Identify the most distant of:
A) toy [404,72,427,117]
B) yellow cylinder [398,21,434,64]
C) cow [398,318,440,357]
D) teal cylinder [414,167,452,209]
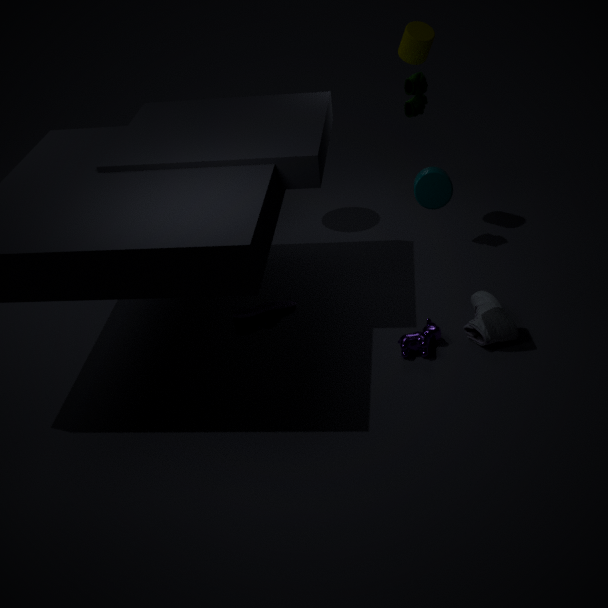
yellow cylinder [398,21,434,64]
